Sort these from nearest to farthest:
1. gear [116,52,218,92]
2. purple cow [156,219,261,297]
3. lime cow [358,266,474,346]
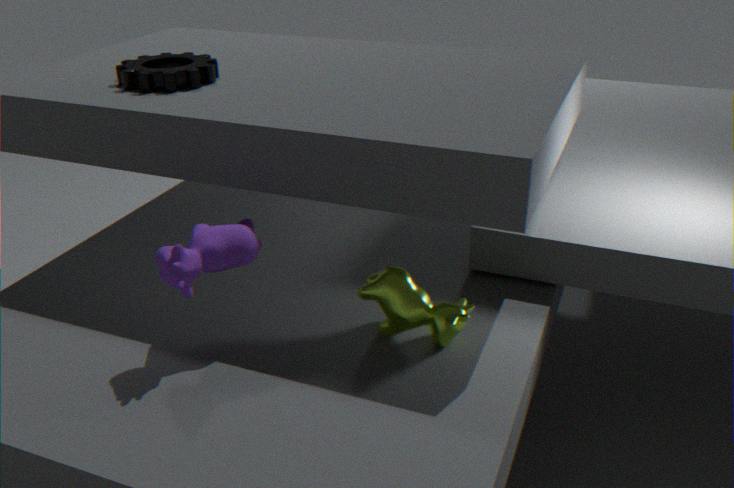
purple cow [156,219,261,297] < lime cow [358,266,474,346] < gear [116,52,218,92]
